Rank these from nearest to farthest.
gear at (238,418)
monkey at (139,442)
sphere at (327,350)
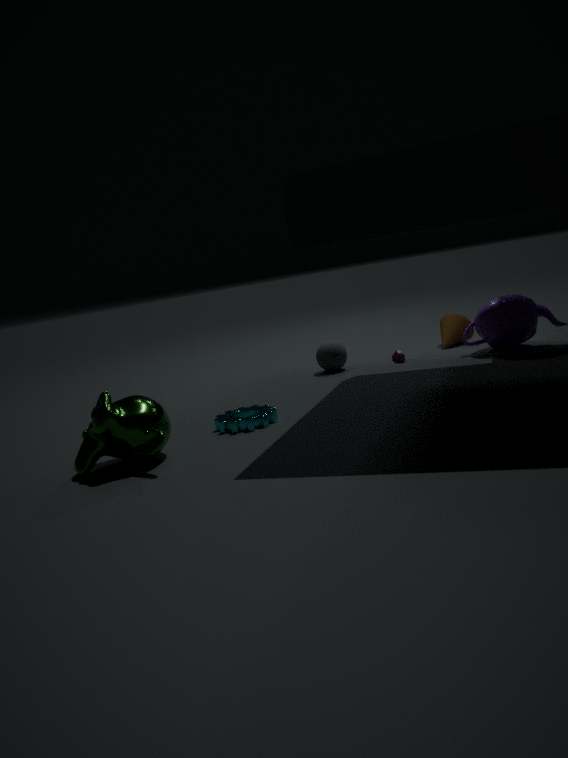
monkey at (139,442)
gear at (238,418)
sphere at (327,350)
